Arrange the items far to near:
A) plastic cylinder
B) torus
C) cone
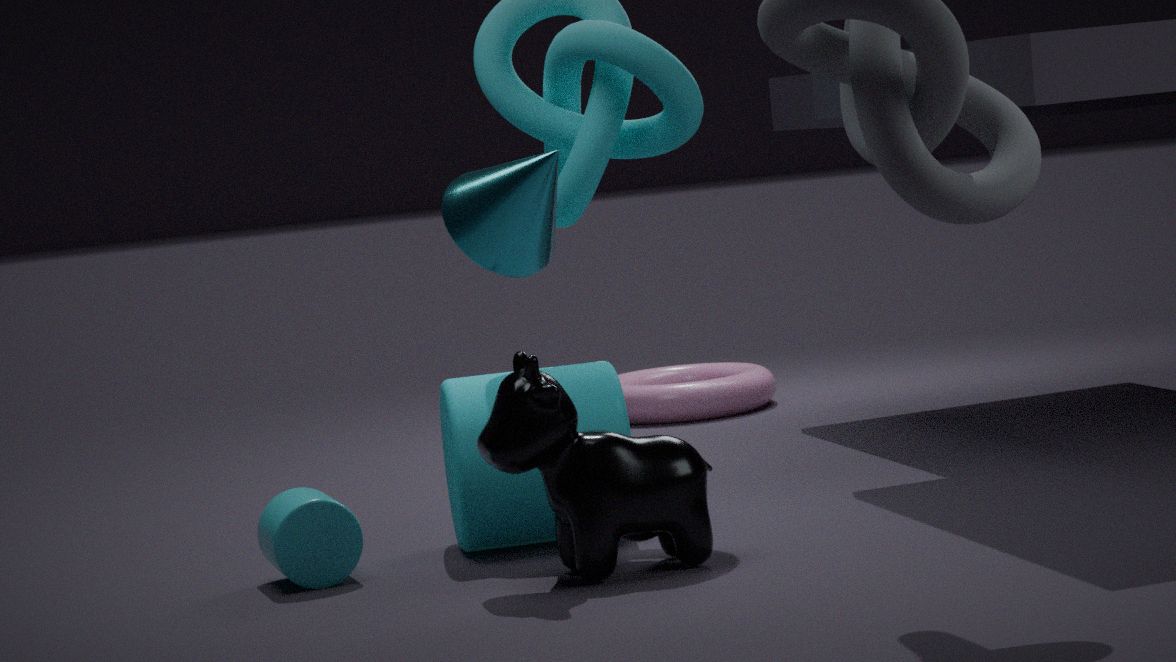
torus
plastic cylinder
cone
